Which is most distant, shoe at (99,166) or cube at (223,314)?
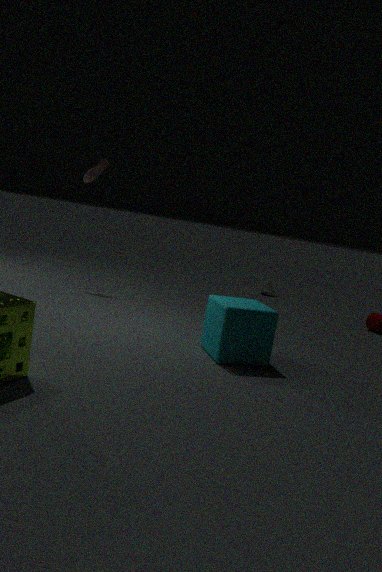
shoe at (99,166)
